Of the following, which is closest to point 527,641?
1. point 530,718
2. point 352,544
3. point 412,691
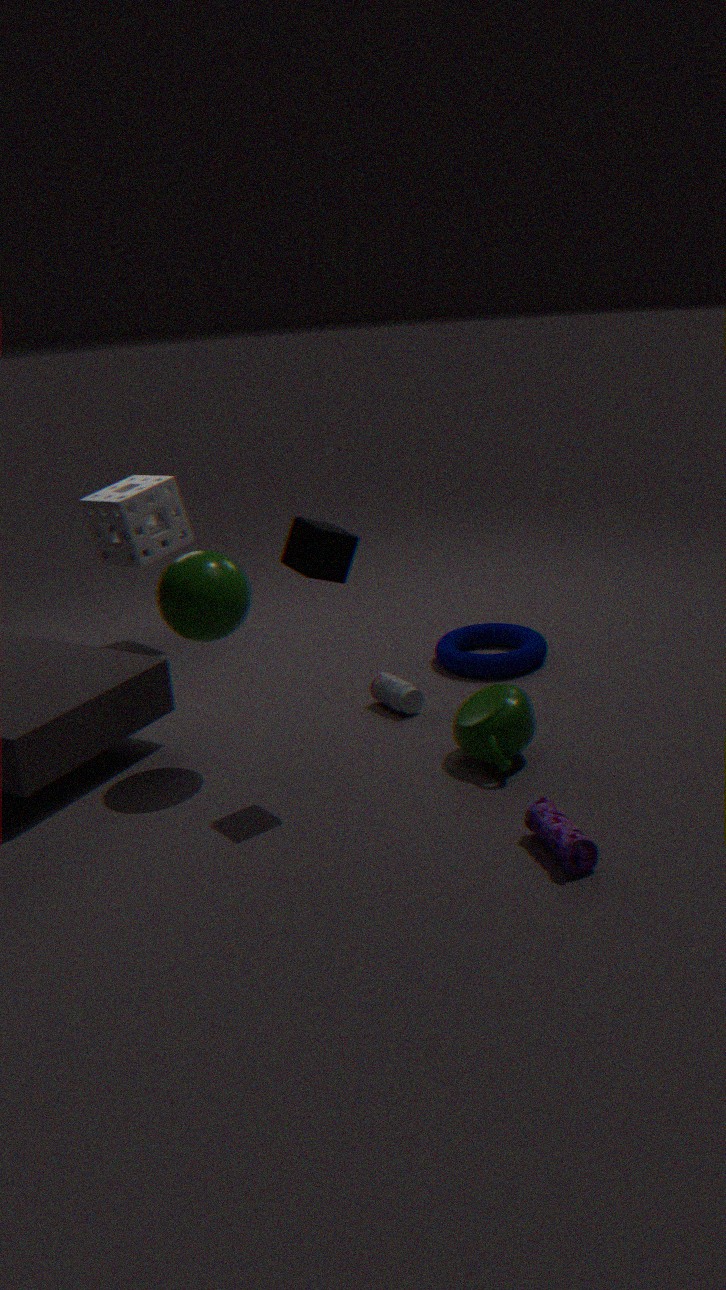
point 412,691
